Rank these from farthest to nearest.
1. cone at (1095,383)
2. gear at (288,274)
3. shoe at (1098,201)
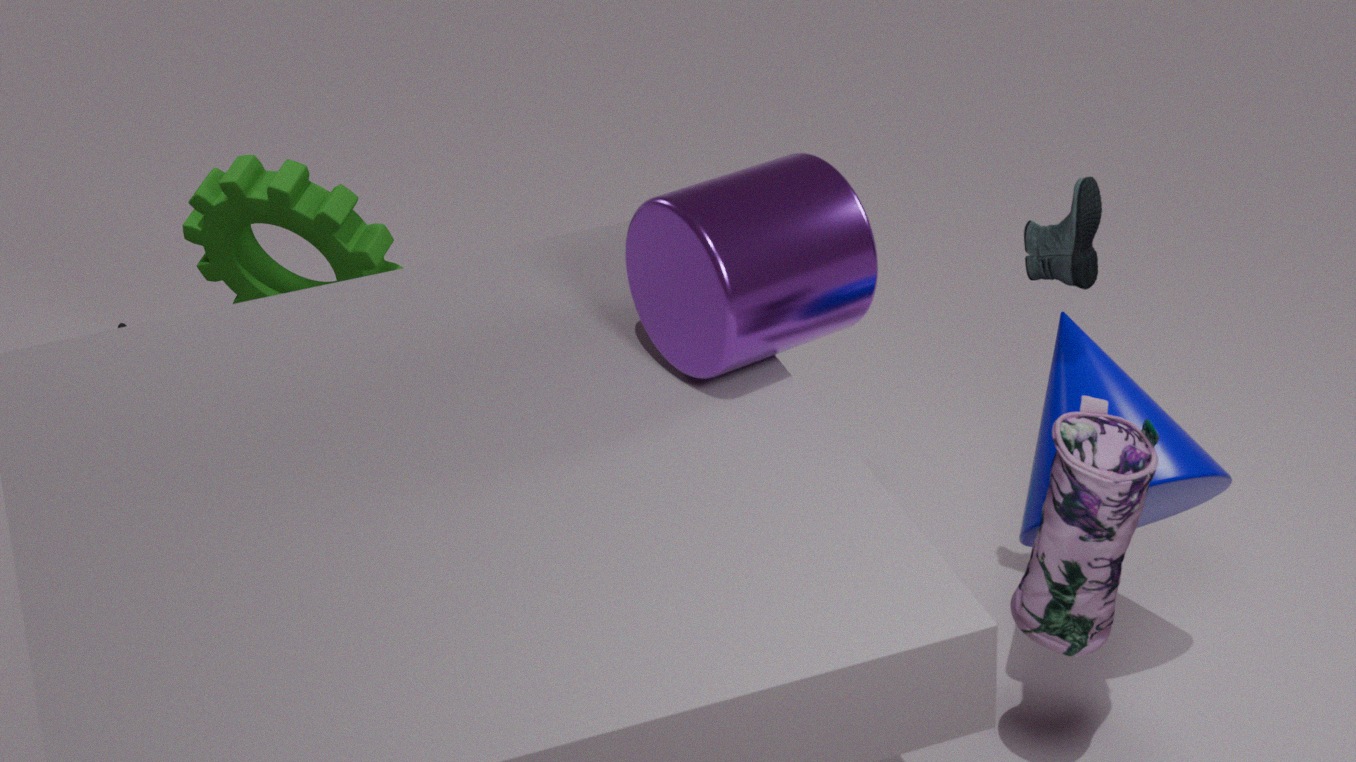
gear at (288,274) → cone at (1095,383) → shoe at (1098,201)
